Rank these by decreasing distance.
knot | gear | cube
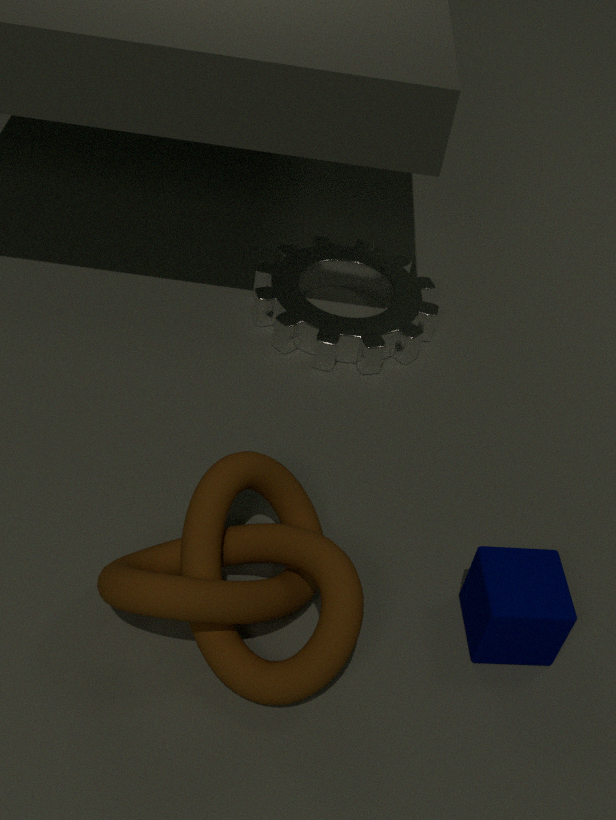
gear
cube
knot
